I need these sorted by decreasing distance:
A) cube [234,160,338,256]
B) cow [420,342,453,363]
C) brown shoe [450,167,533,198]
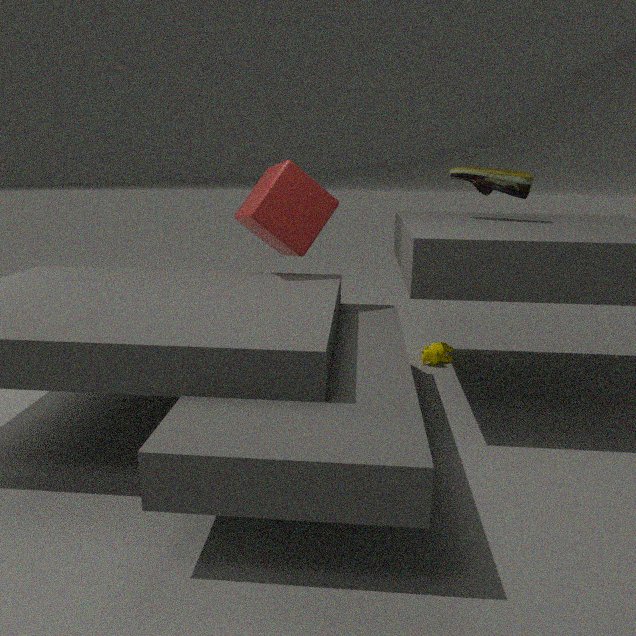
cow [420,342,453,363], brown shoe [450,167,533,198], cube [234,160,338,256]
